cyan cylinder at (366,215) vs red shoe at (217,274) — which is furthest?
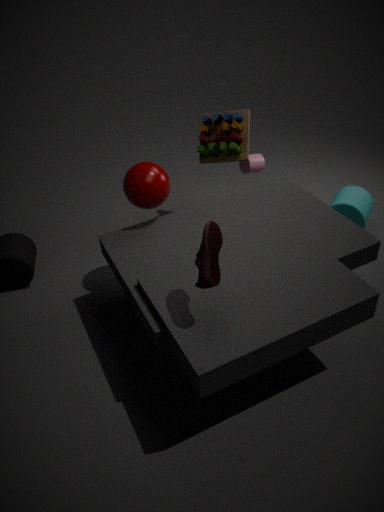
cyan cylinder at (366,215)
